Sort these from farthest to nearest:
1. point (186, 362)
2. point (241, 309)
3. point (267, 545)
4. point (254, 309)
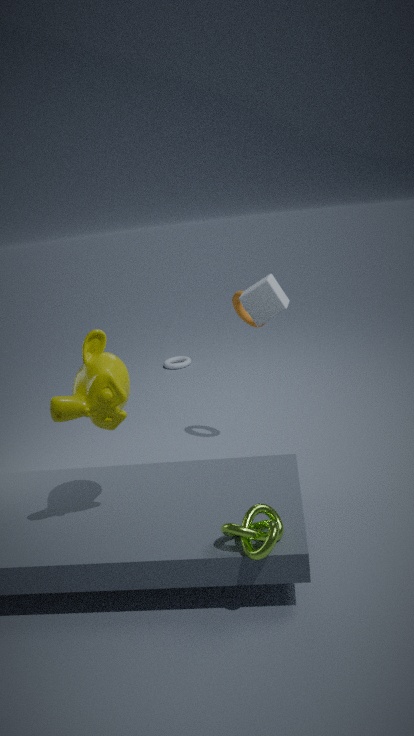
point (186, 362) < point (241, 309) < point (254, 309) < point (267, 545)
